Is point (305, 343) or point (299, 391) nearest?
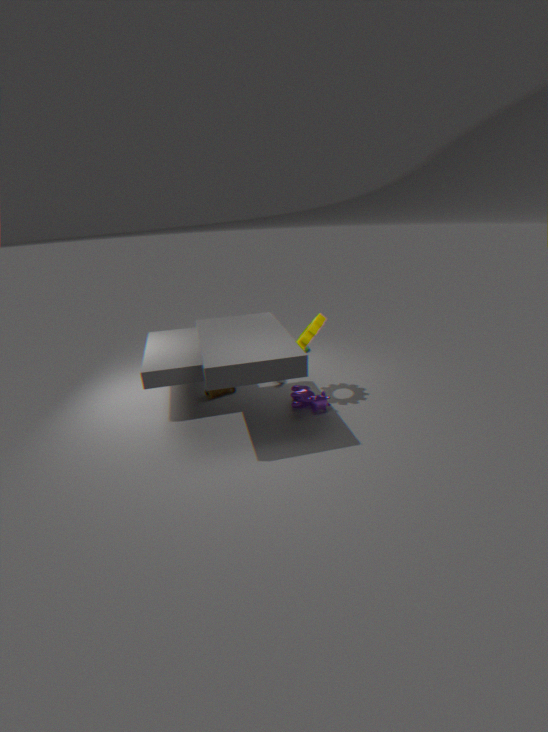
point (305, 343)
